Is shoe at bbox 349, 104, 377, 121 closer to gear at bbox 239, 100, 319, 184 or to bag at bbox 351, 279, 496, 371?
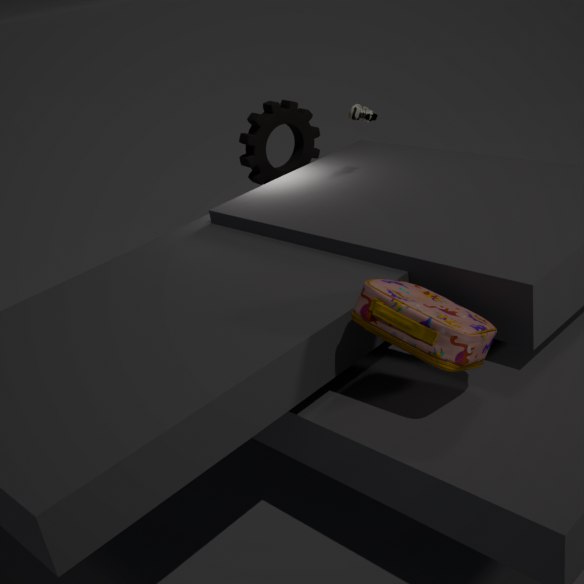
gear at bbox 239, 100, 319, 184
